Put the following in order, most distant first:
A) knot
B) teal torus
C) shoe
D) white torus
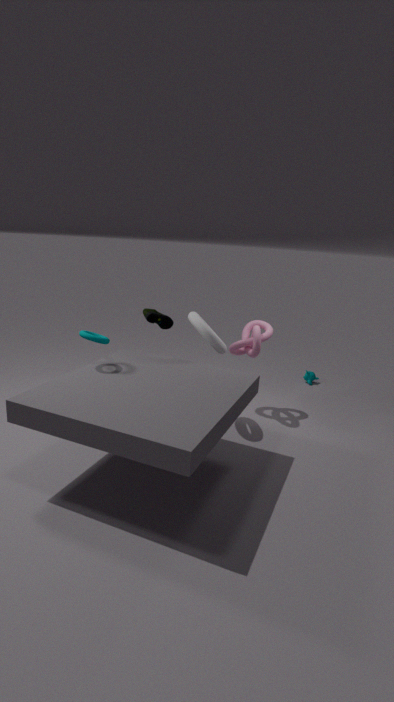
shoe → knot → white torus → teal torus
